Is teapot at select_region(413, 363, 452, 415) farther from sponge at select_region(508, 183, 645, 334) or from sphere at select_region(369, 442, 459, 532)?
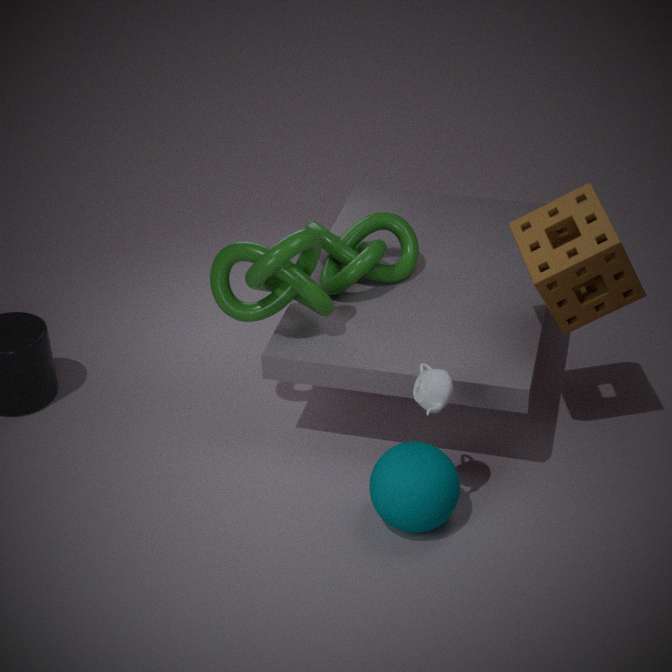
sponge at select_region(508, 183, 645, 334)
